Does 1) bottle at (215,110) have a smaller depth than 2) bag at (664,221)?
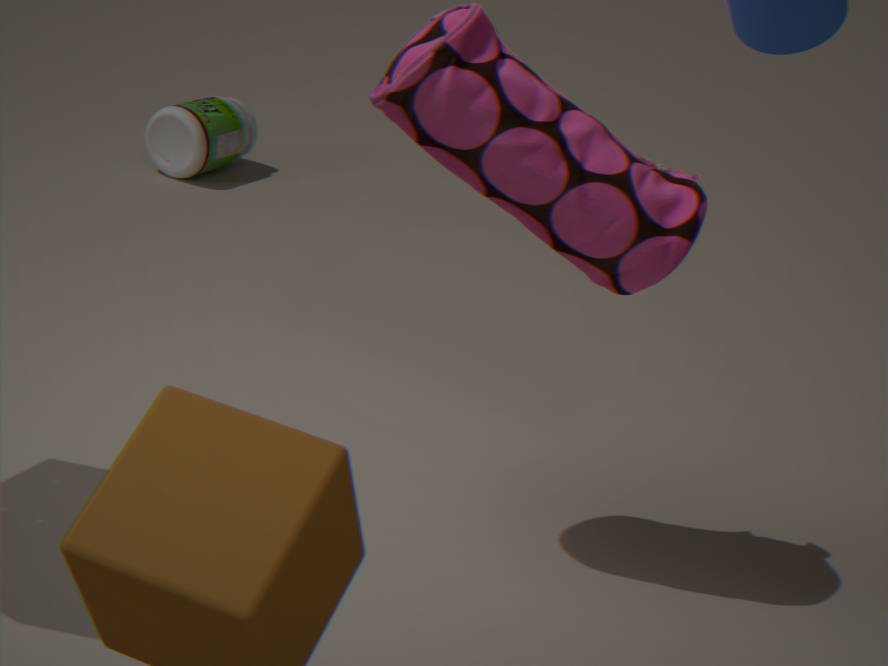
No
